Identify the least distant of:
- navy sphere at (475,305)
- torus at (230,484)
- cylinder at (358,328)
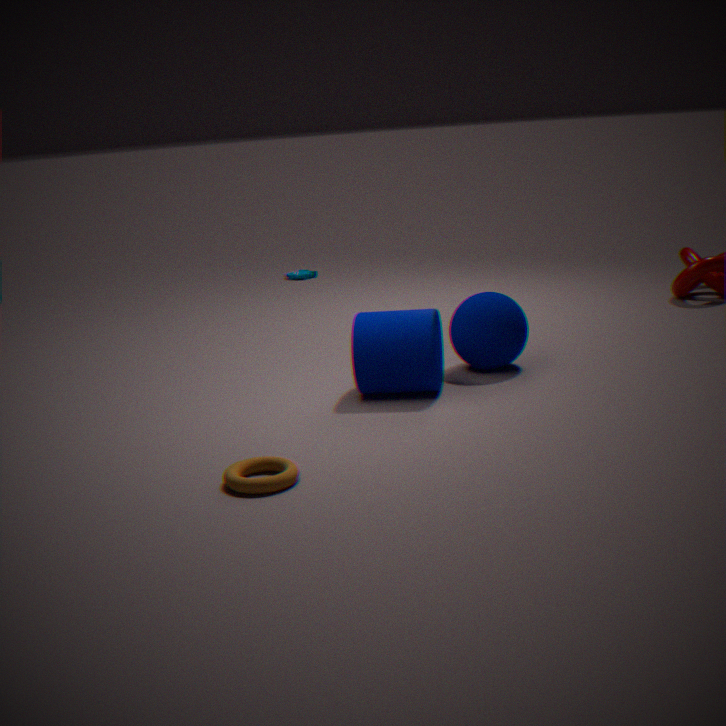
torus at (230,484)
